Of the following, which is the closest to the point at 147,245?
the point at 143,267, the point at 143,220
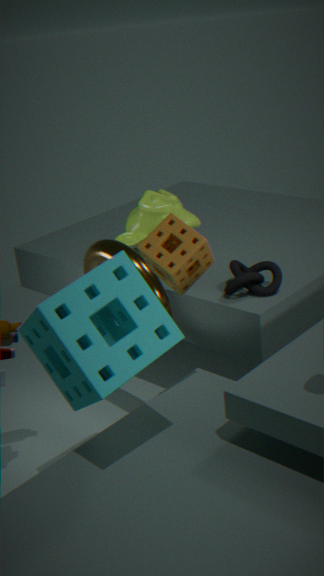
the point at 143,267
